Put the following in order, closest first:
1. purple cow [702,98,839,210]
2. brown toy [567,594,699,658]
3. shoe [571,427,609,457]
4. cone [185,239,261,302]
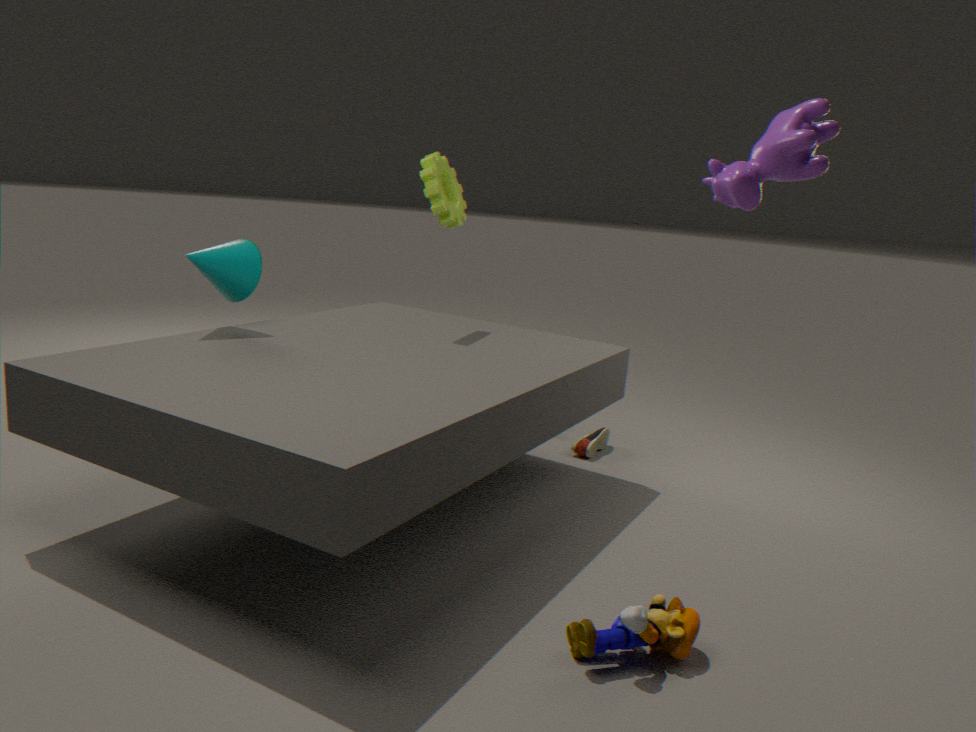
purple cow [702,98,839,210] < brown toy [567,594,699,658] < cone [185,239,261,302] < shoe [571,427,609,457]
